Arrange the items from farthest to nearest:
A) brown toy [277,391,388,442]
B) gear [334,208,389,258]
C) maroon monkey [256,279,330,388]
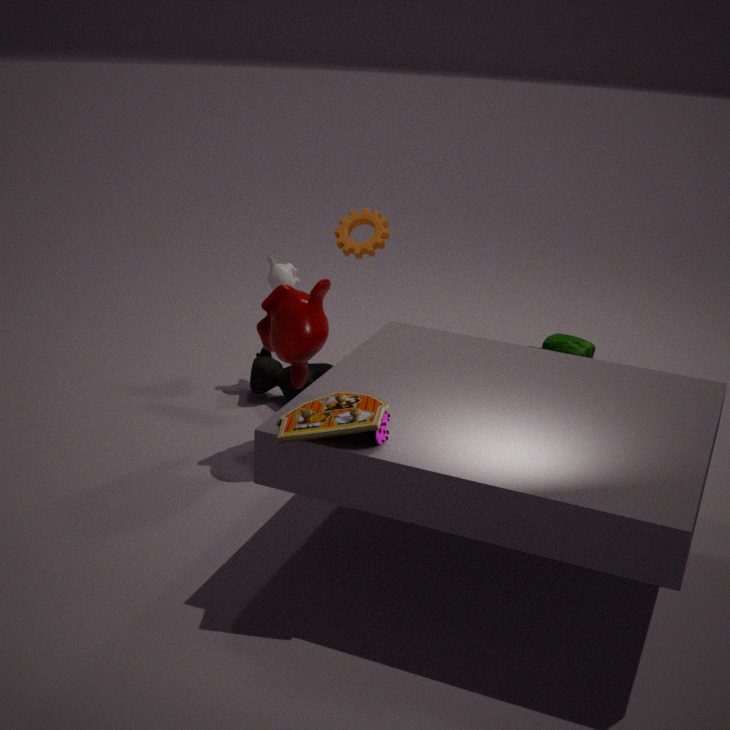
gear [334,208,389,258]
maroon monkey [256,279,330,388]
brown toy [277,391,388,442]
